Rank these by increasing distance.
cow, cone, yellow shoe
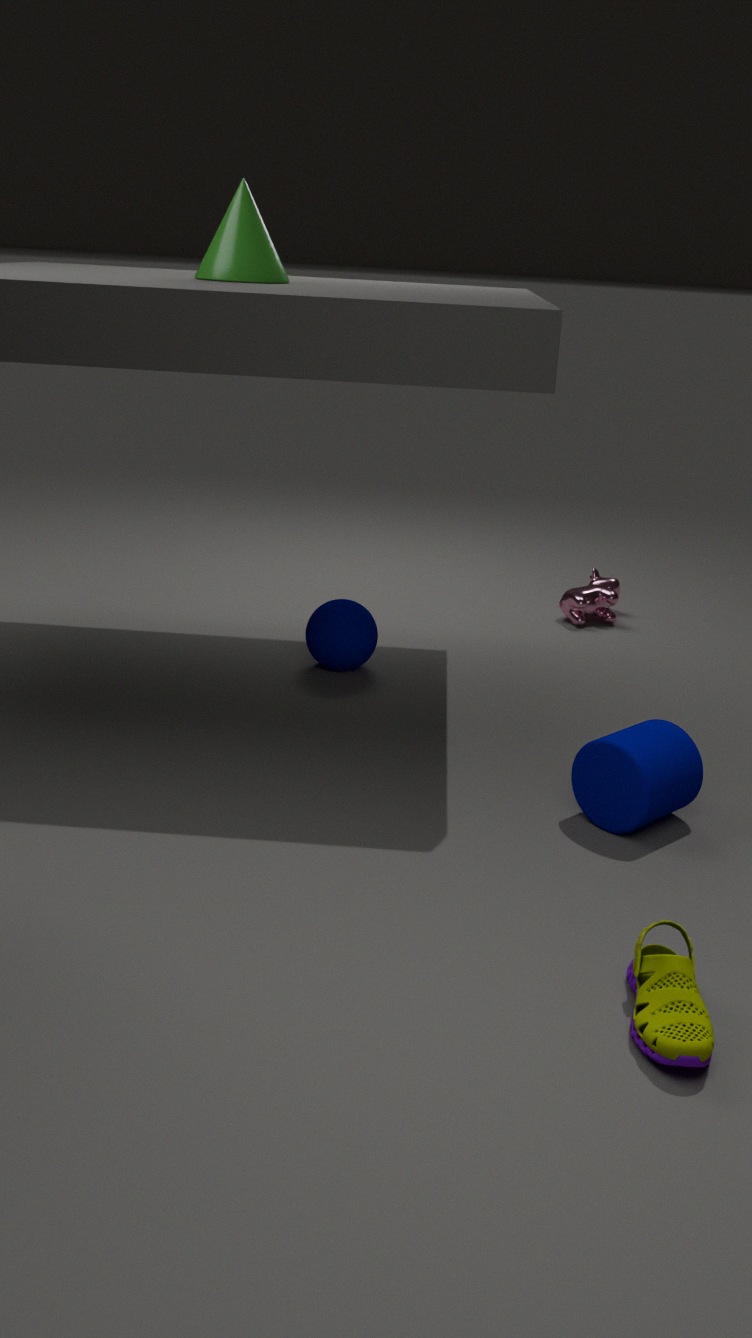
yellow shoe → cone → cow
